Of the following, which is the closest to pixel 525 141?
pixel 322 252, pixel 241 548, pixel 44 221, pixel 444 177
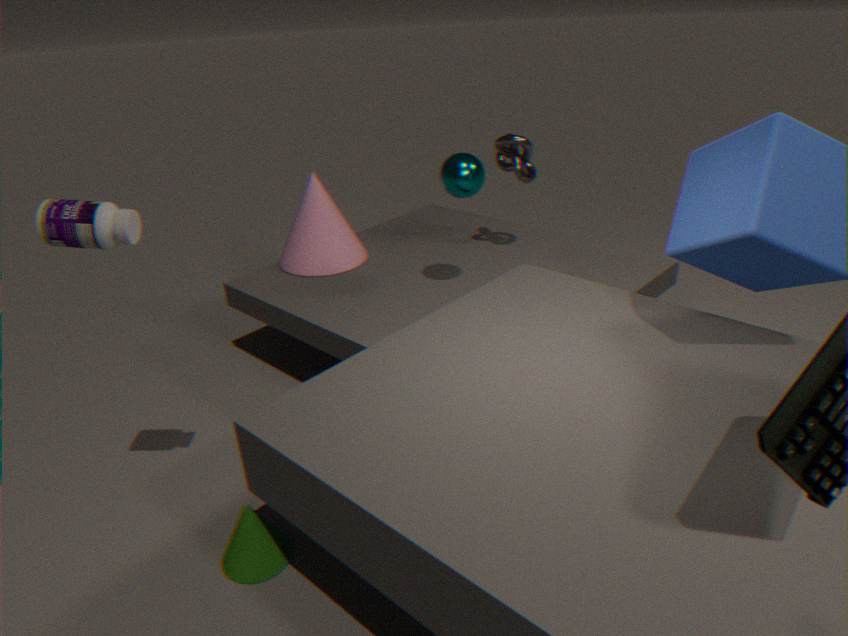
pixel 444 177
